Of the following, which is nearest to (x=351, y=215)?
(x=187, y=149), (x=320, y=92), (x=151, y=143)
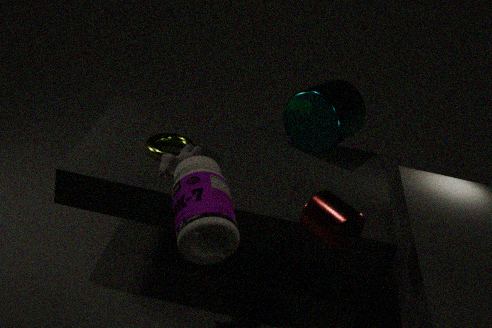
(x=187, y=149)
